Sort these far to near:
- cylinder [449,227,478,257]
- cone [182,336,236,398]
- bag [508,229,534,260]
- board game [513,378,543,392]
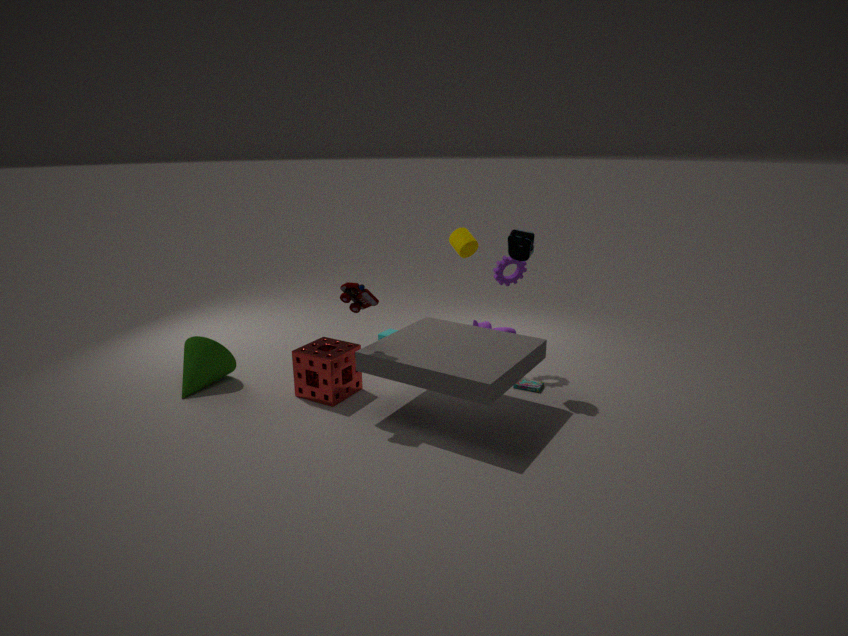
cylinder [449,227,478,257], board game [513,378,543,392], cone [182,336,236,398], bag [508,229,534,260]
